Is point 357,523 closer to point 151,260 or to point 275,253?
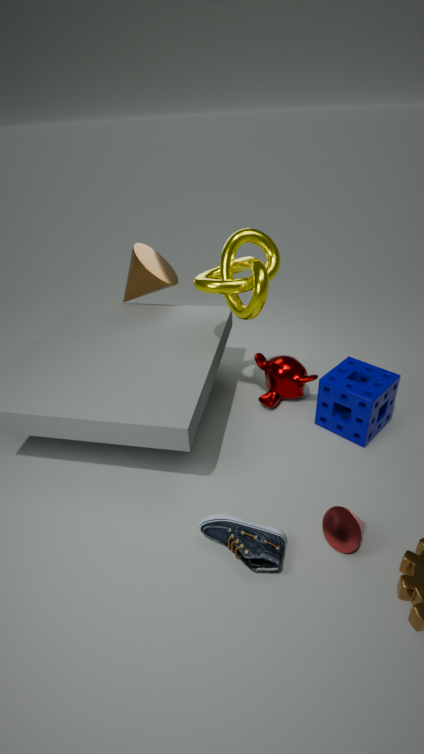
point 275,253
